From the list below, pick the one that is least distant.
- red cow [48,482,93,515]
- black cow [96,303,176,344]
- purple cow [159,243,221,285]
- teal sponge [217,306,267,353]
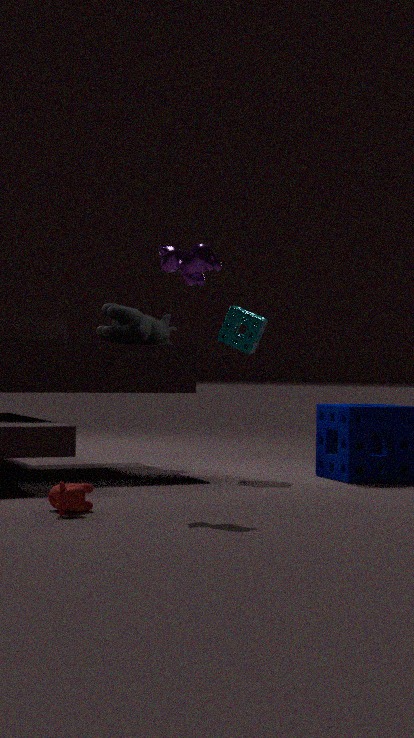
red cow [48,482,93,515]
